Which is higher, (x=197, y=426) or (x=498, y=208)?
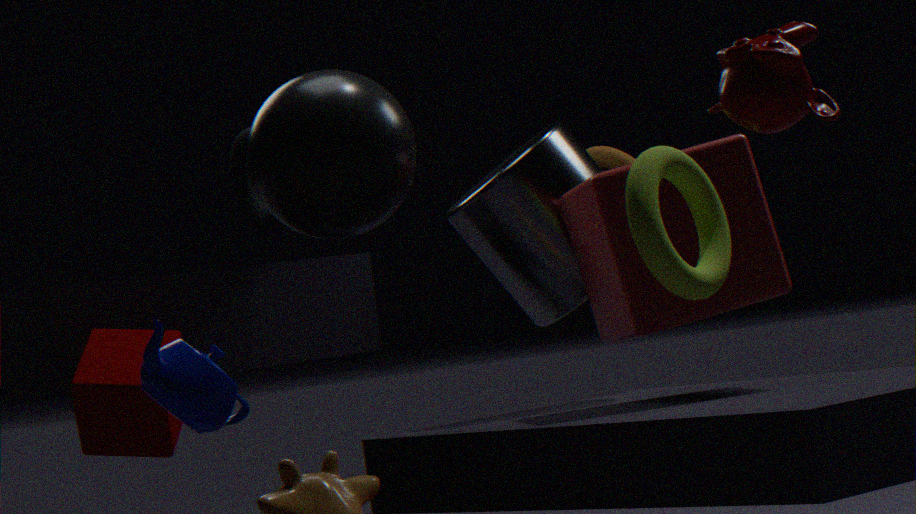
(x=498, y=208)
